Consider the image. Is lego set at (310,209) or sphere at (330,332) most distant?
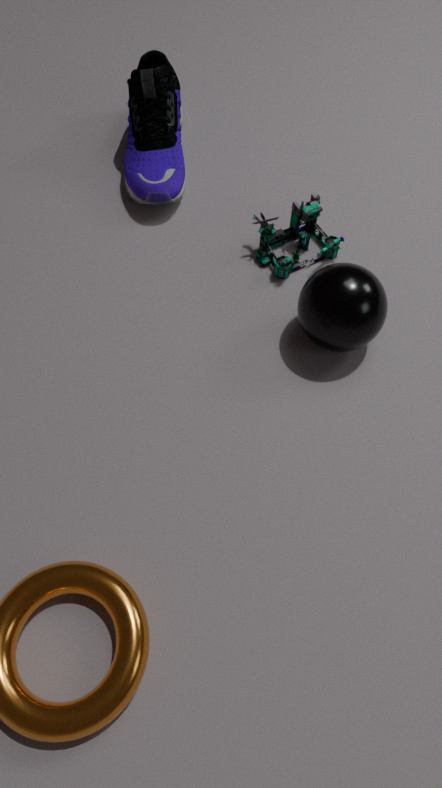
lego set at (310,209)
